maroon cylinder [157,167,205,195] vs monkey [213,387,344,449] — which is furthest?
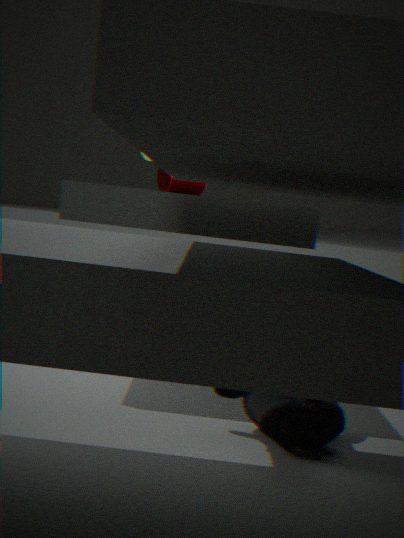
maroon cylinder [157,167,205,195]
